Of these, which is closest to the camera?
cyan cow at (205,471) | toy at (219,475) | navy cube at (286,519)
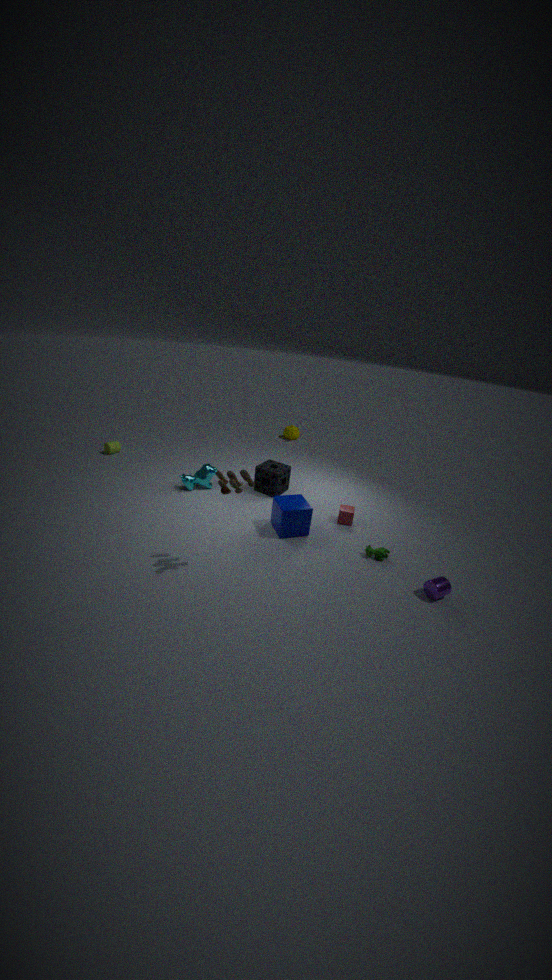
toy at (219,475)
